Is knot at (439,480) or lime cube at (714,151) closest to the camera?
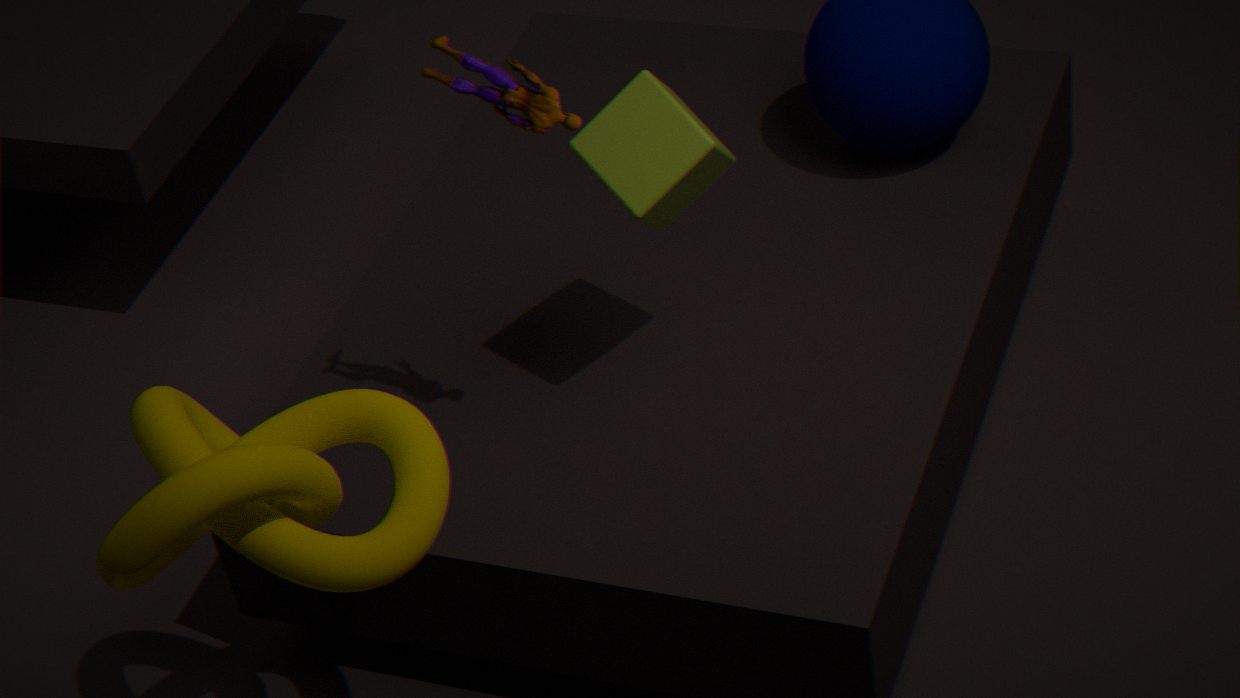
knot at (439,480)
